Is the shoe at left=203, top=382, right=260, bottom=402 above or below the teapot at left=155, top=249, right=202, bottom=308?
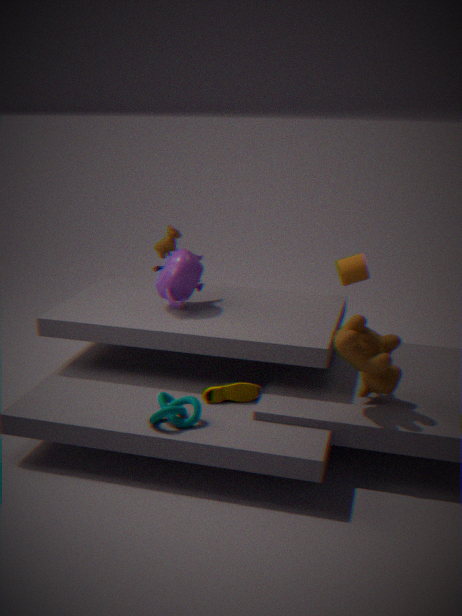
below
